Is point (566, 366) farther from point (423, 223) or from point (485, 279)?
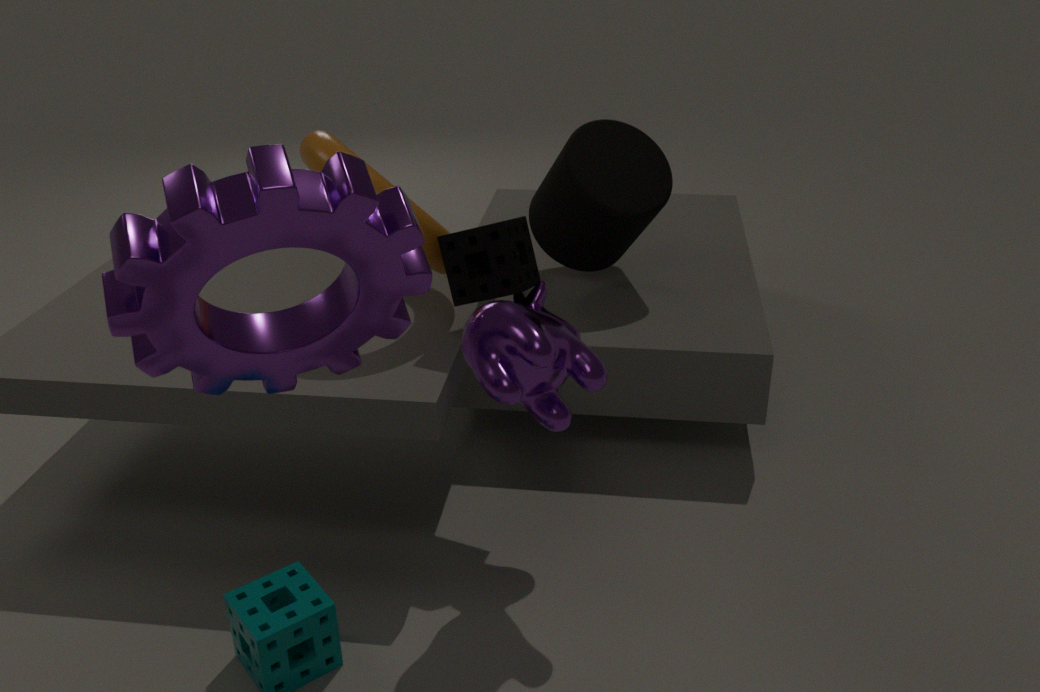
point (423, 223)
